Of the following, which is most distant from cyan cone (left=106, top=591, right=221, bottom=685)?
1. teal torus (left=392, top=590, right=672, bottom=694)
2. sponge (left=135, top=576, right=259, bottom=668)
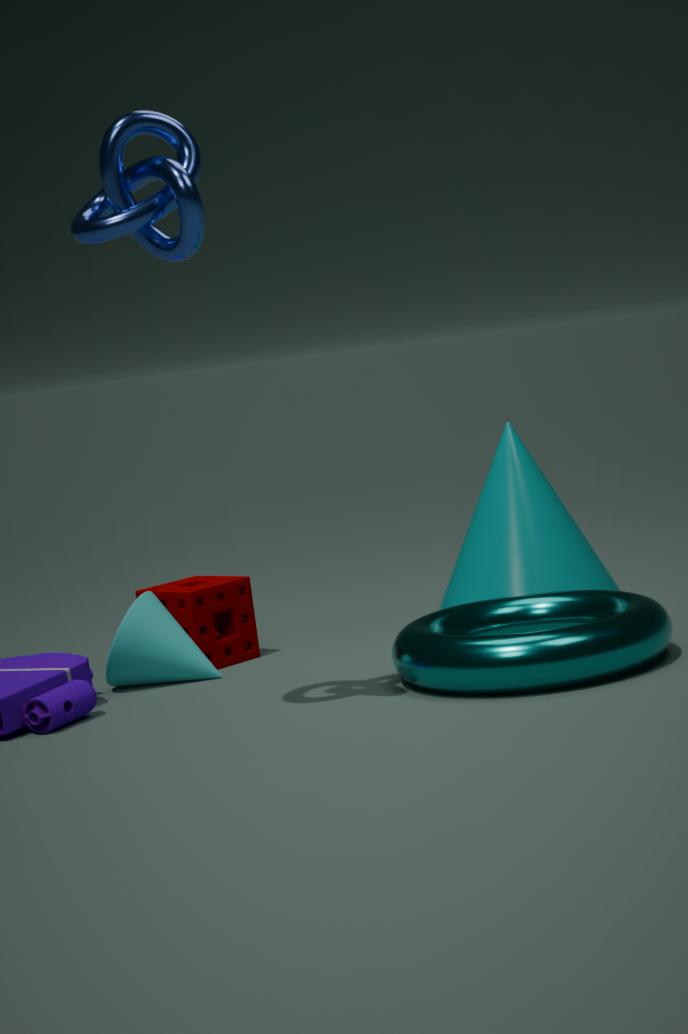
teal torus (left=392, top=590, right=672, bottom=694)
